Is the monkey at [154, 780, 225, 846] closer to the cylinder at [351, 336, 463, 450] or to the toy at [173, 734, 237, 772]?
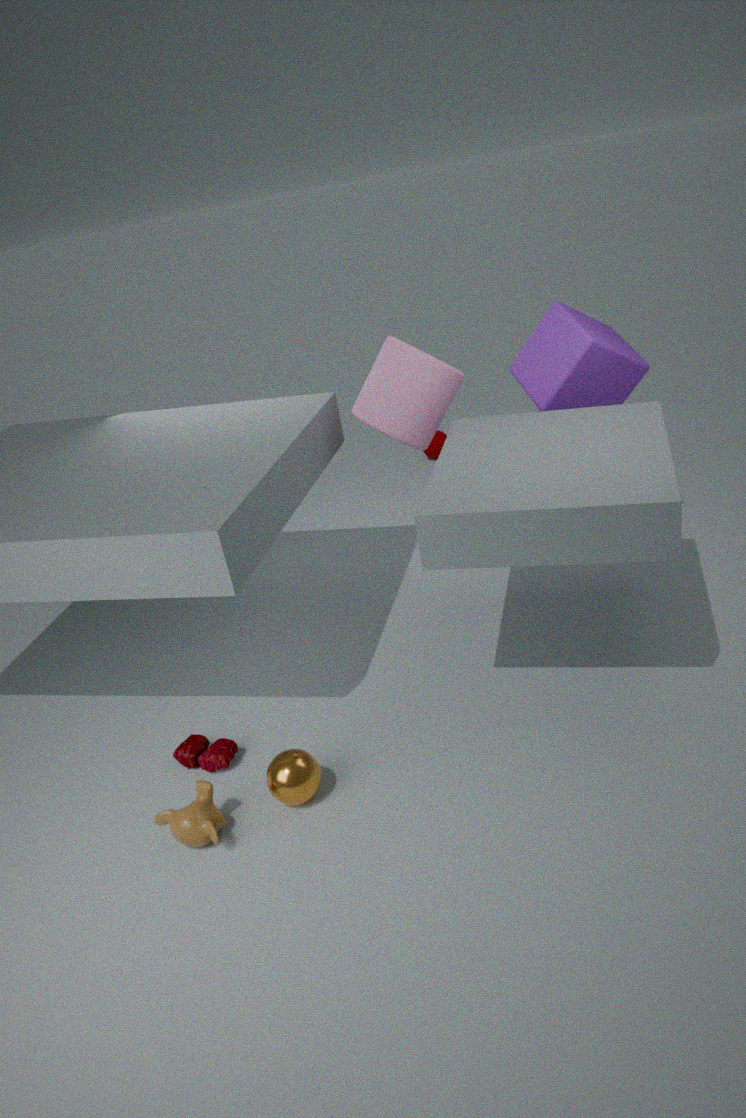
the toy at [173, 734, 237, 772]
